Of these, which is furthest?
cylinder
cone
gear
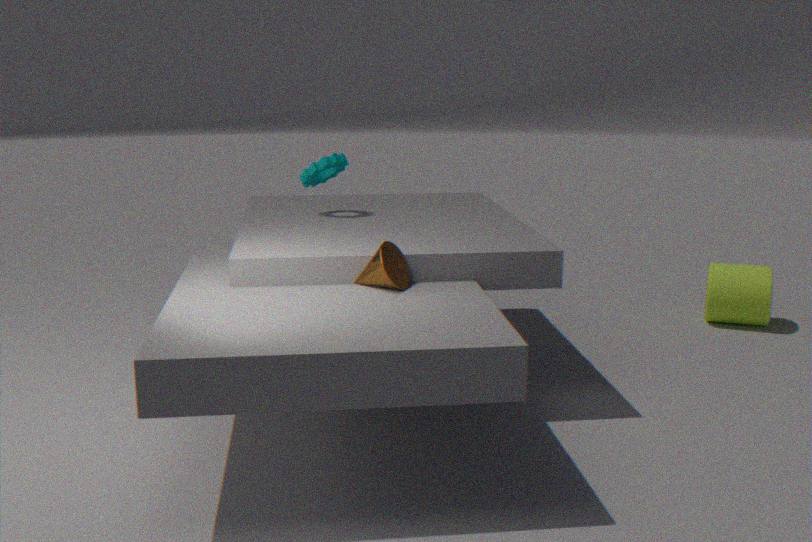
cylinder
